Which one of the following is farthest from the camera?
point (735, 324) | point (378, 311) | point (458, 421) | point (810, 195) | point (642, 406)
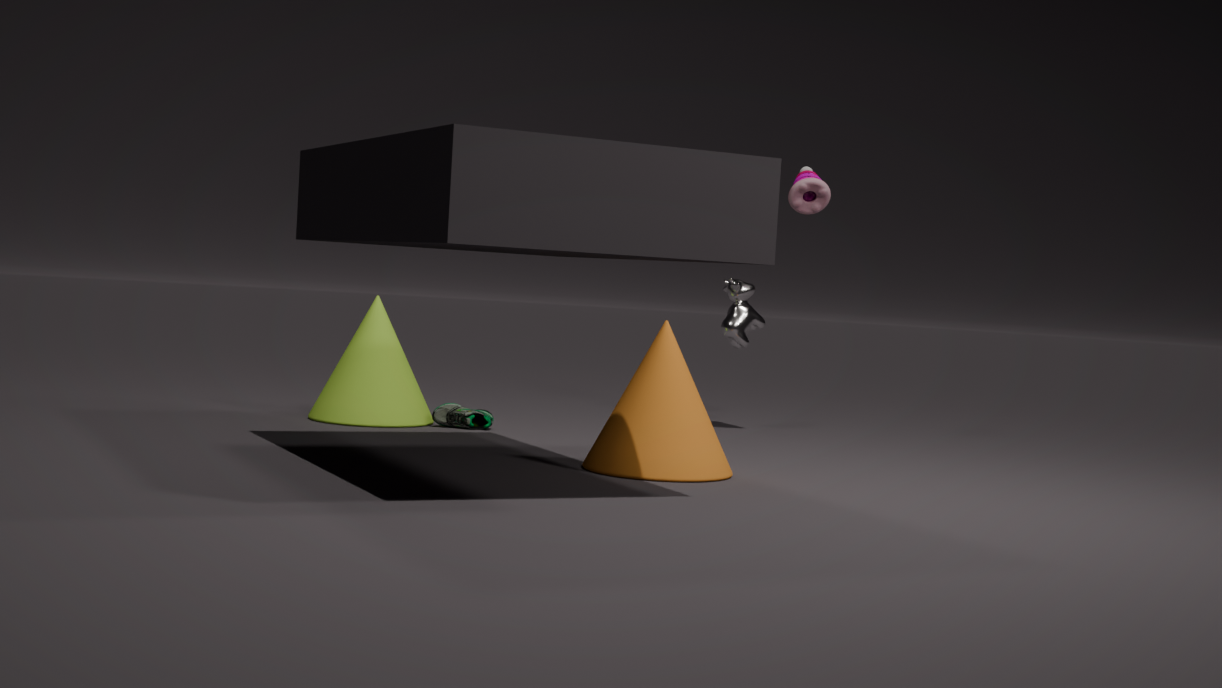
point (735, 324)
